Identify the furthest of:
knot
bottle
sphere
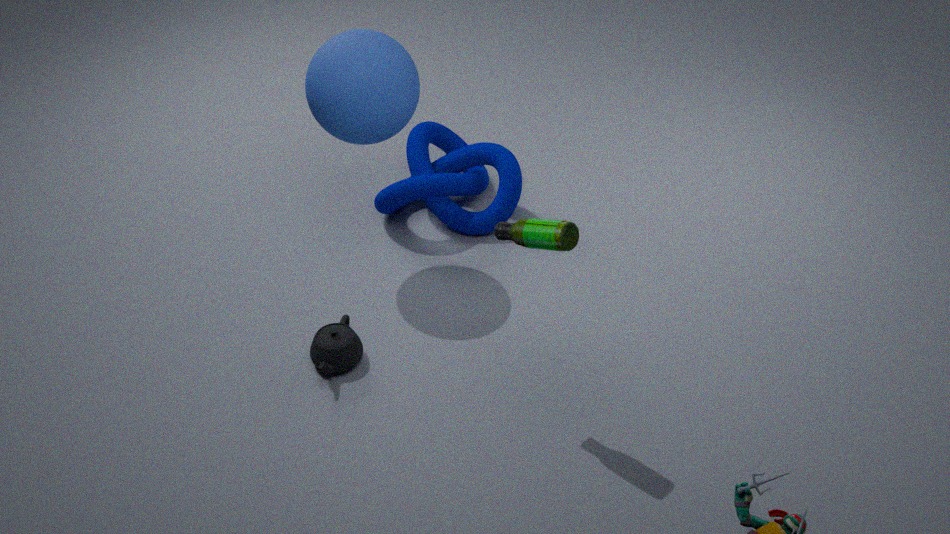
knot
